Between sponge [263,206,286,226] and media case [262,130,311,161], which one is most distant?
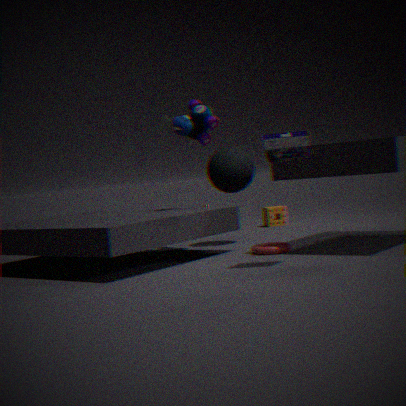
sponge [263,206,286,226]
